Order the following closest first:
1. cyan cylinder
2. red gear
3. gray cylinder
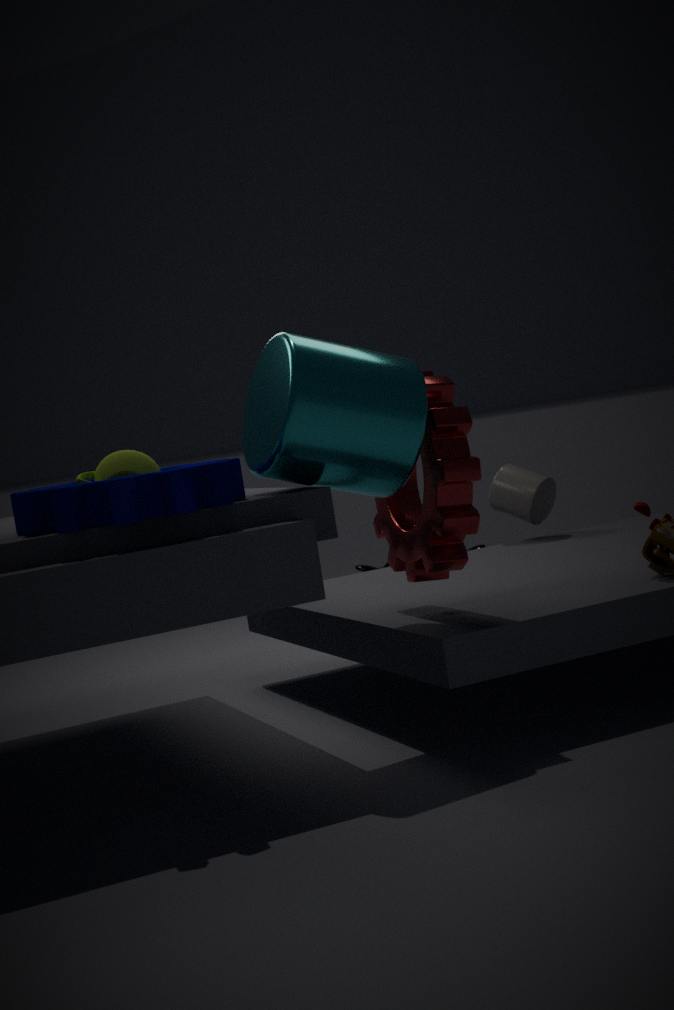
cyan cylinder → red gear → gray cylinder
